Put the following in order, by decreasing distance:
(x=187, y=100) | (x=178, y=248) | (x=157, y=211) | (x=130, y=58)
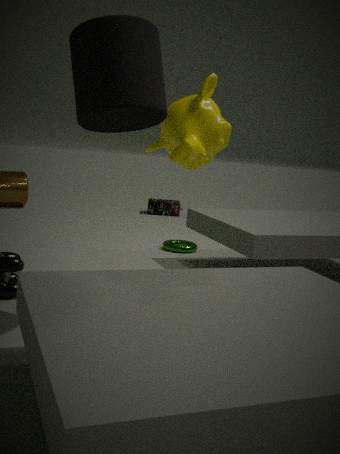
1. (x=157, y=211)
2. (x=178, y=248)
3. (x=187, y=100)
4. (x=130, y=58)
